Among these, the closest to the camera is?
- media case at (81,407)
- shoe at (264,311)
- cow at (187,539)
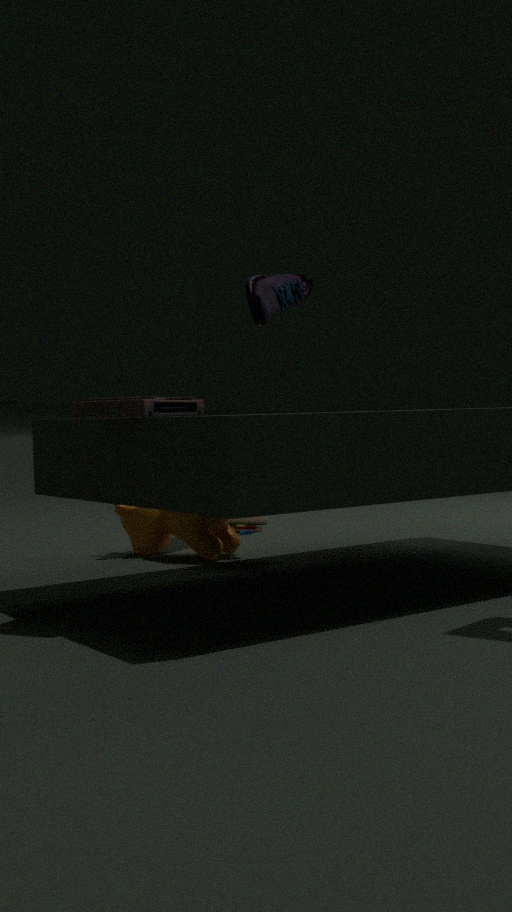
media case at (81,407)
